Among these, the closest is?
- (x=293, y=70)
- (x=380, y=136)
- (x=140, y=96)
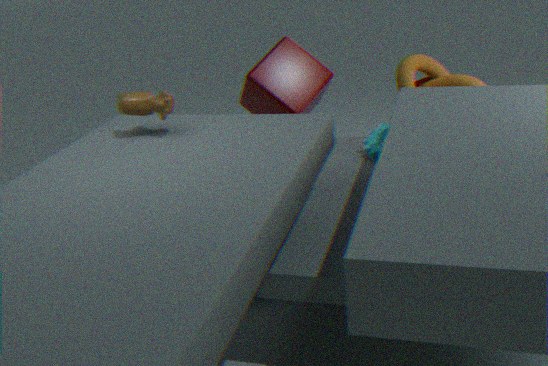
(x=140, y=96)
